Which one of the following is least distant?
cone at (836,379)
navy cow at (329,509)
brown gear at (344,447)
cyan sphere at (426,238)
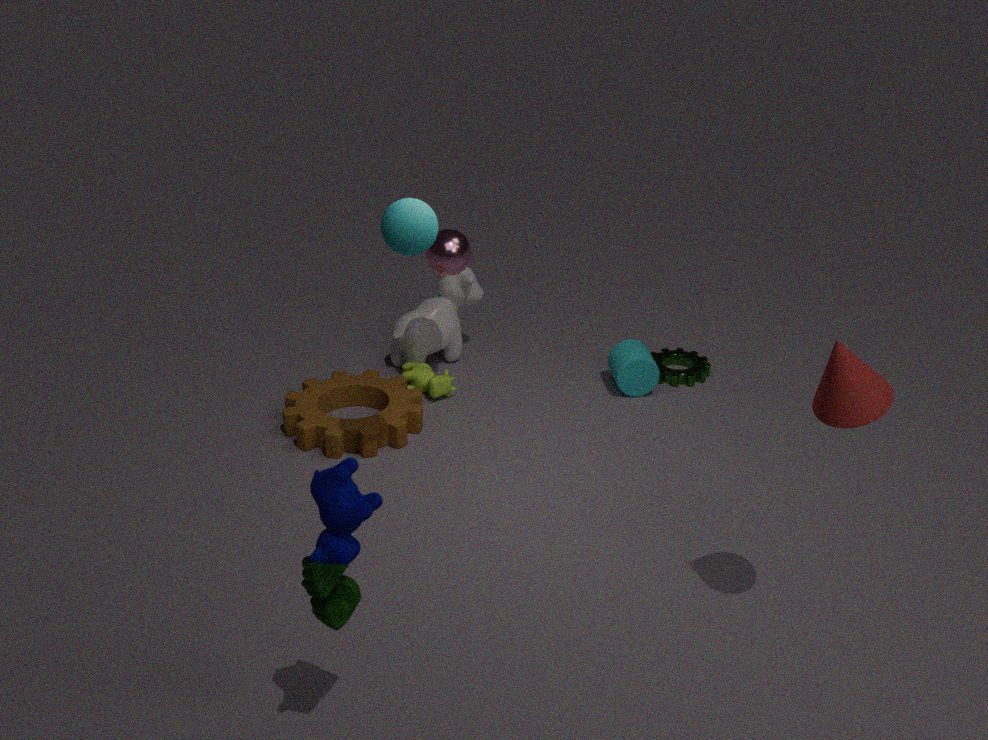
navy cow at (329,509)
